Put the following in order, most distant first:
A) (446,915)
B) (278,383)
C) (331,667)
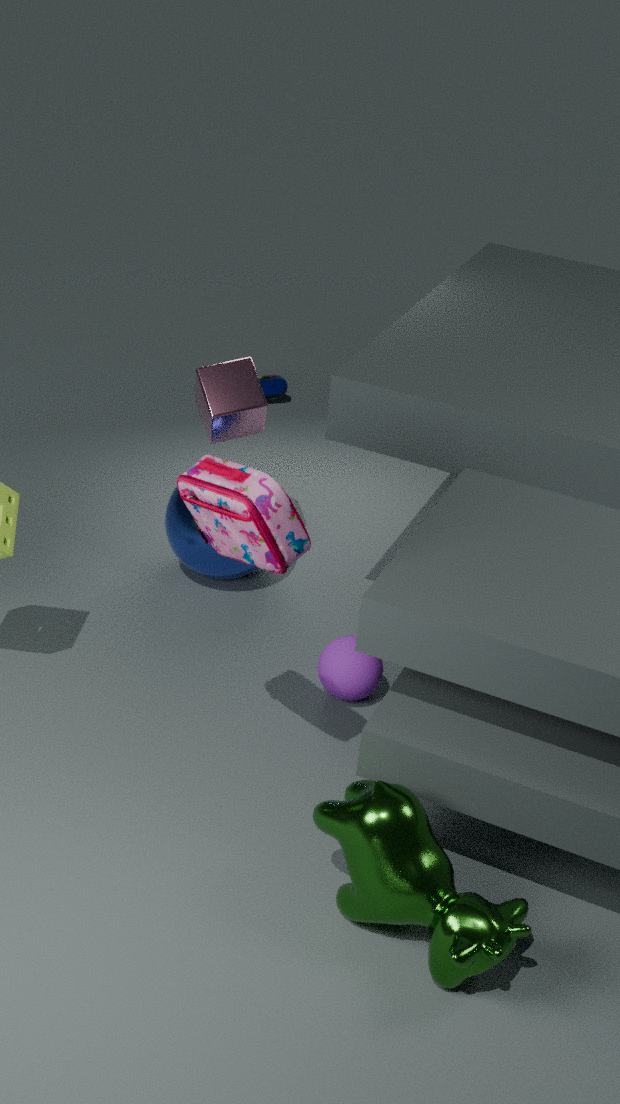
1. (278,383)
2. (331,667)
3. (446,915)
